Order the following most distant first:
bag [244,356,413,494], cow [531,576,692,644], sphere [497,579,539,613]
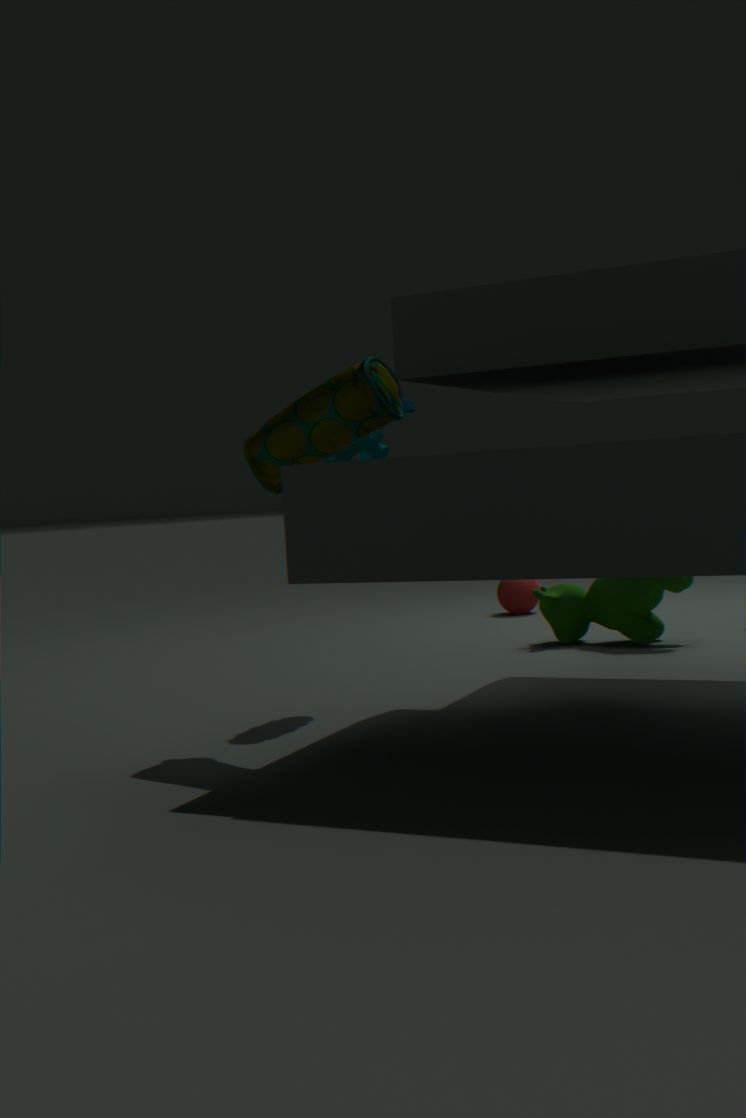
sphere [497,579,539,613] → cow [531,576,692,644] → bag [244,356,413,494]
